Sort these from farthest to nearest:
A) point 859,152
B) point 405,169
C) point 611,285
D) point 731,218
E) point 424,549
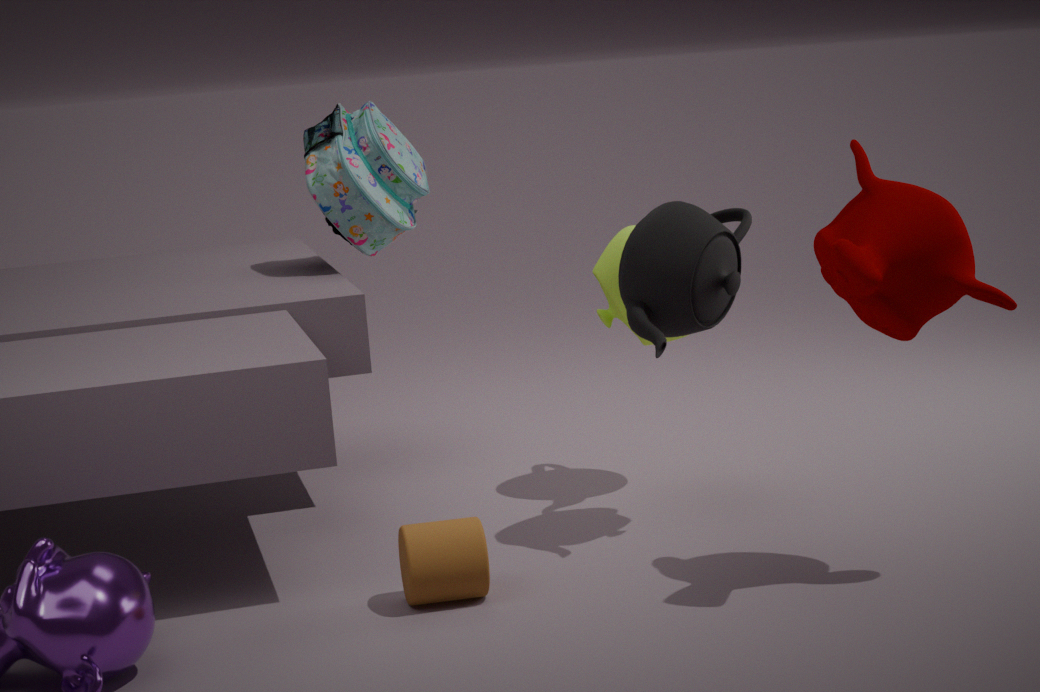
point 405,169
point 611,285
point 731,218
point 424,549
point 859,152
